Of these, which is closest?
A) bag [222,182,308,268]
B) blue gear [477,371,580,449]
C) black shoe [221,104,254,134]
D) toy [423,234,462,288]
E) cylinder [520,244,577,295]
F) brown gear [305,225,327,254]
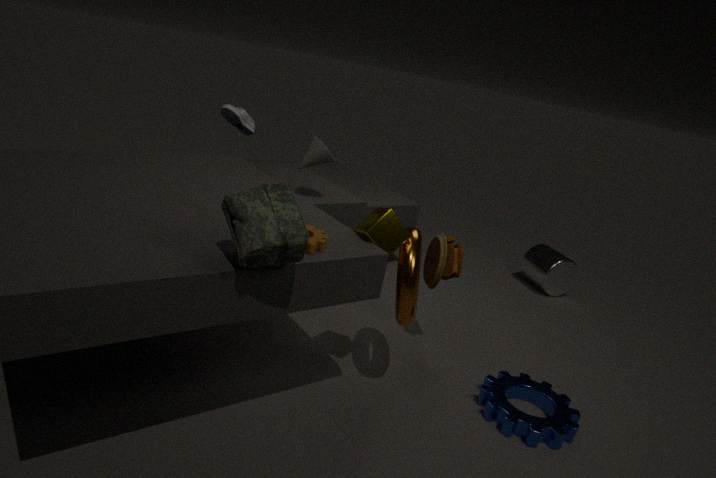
bag [222,182,308,268]
